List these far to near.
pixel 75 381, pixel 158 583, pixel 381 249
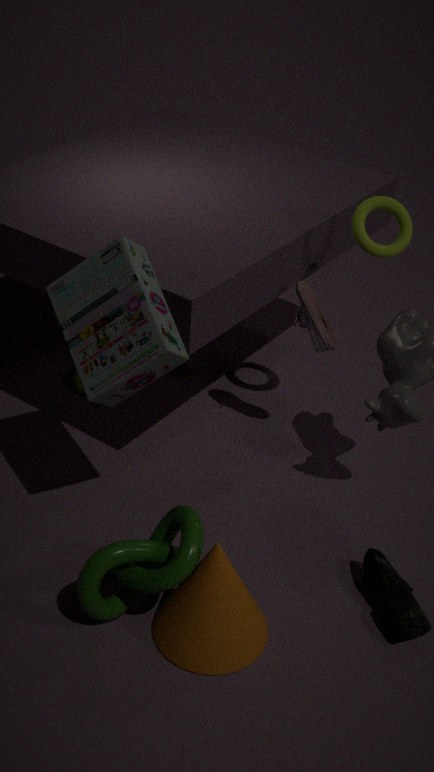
pixel 75 381, pixel 381 249, pixel 158 583
